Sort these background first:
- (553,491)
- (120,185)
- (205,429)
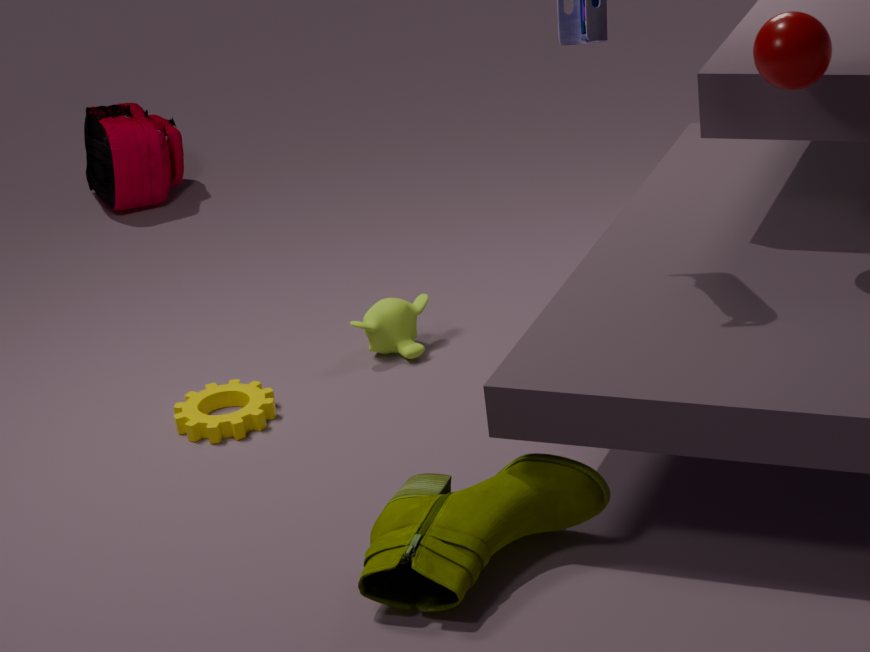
1. (120,185)
2. (205,429)
3. (553,491)
